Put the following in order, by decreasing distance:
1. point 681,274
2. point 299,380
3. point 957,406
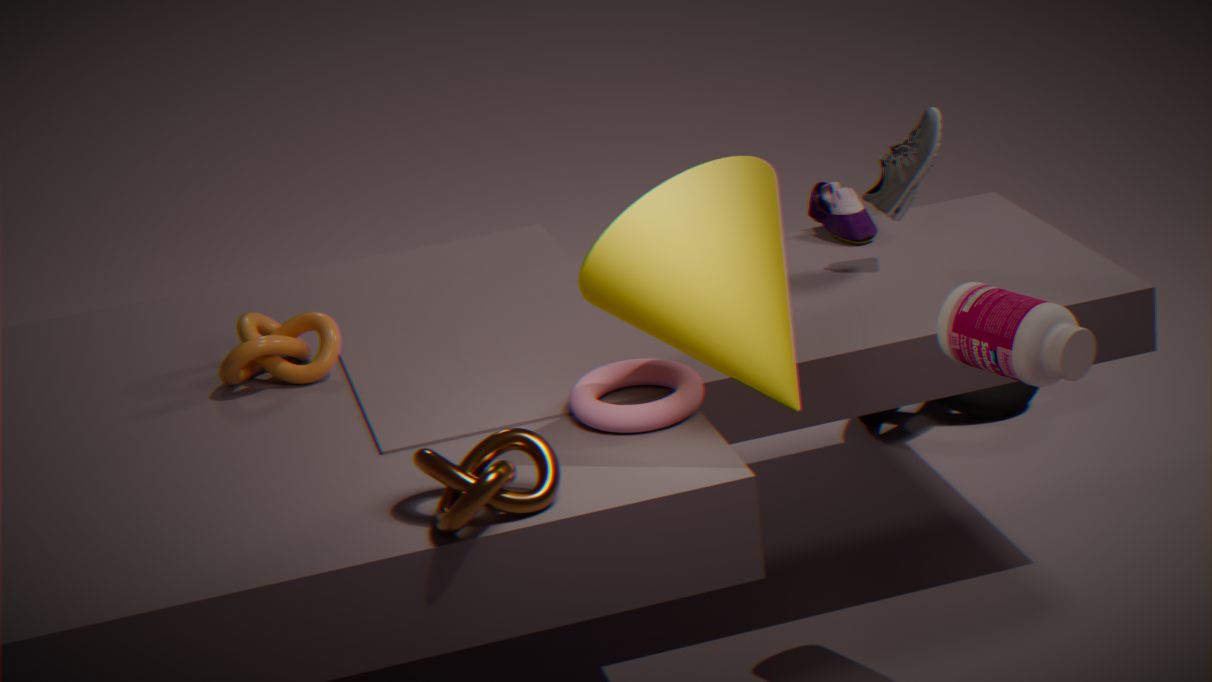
point 957,406 < point 299,380 < point 681,274
